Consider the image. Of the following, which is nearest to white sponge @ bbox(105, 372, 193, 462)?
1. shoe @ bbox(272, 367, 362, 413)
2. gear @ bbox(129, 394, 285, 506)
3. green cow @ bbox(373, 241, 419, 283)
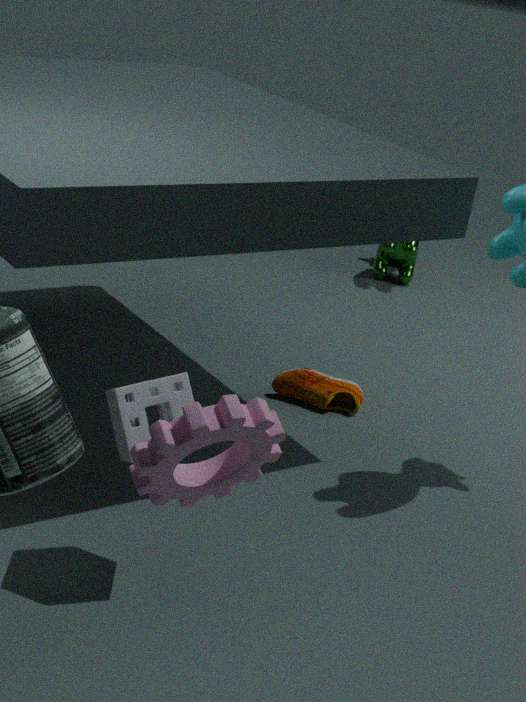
gear @ bbox(129, 394, 285, 506)
